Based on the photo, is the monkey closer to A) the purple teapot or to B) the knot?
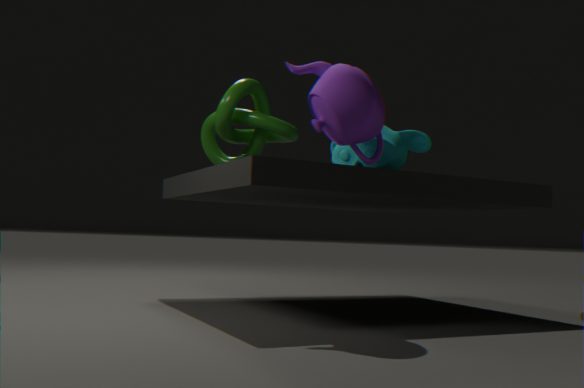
A) the purple teapot
